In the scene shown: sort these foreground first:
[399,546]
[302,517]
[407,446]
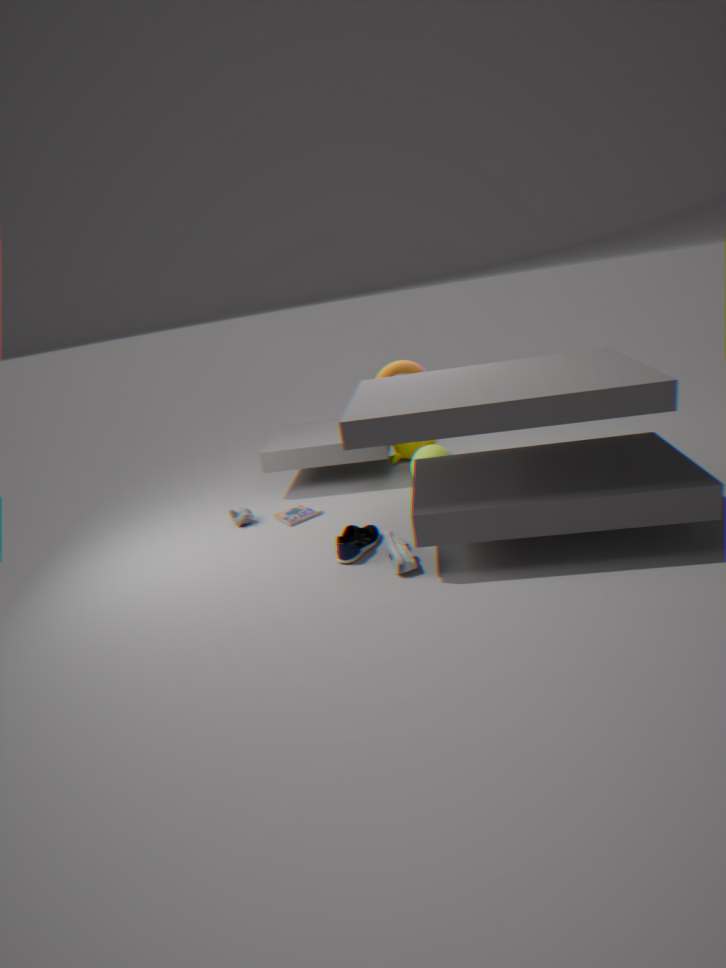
1. [399,546]
2. [302,517]
3. [407,446]
